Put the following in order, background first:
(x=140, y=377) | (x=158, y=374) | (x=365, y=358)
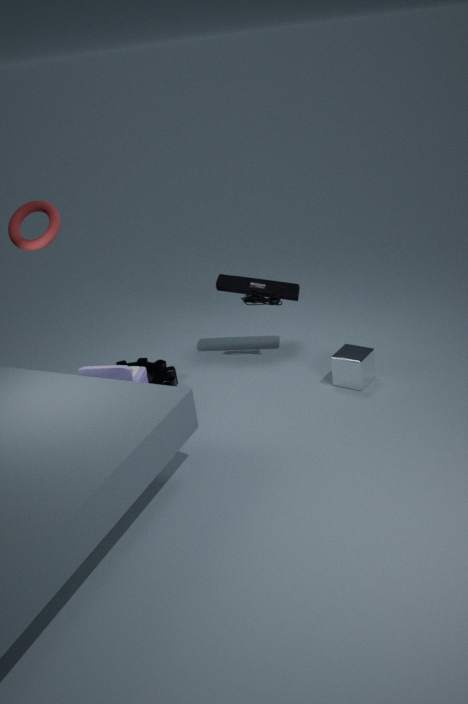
(x=158, y=374)
(x=365, y=358)
(x=140, y=377)
